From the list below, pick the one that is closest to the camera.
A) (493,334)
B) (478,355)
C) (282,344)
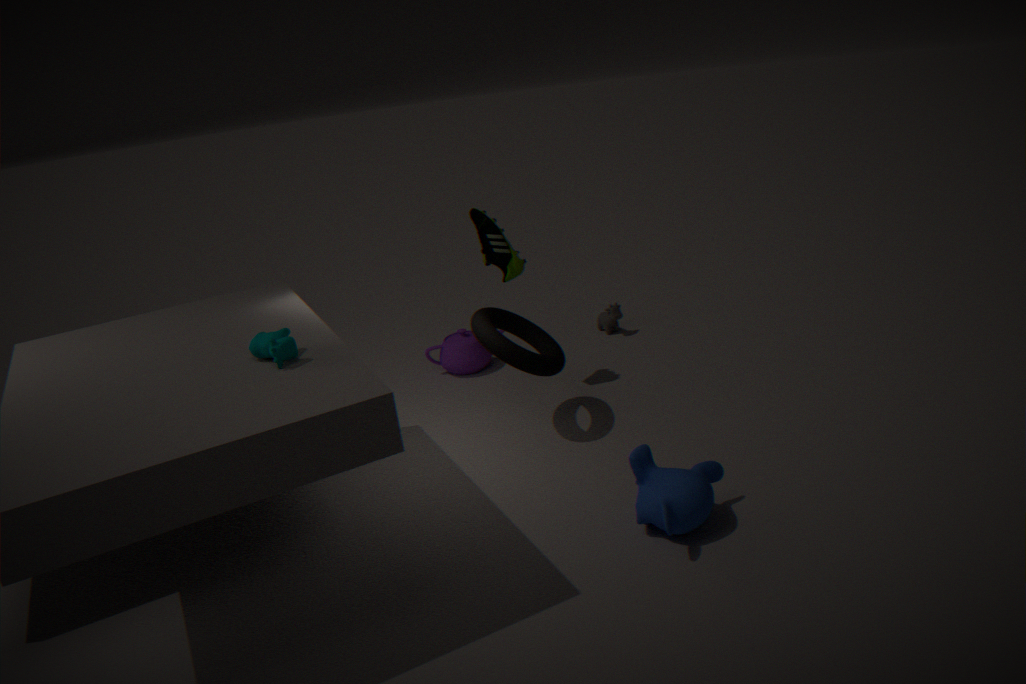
(282,344)
